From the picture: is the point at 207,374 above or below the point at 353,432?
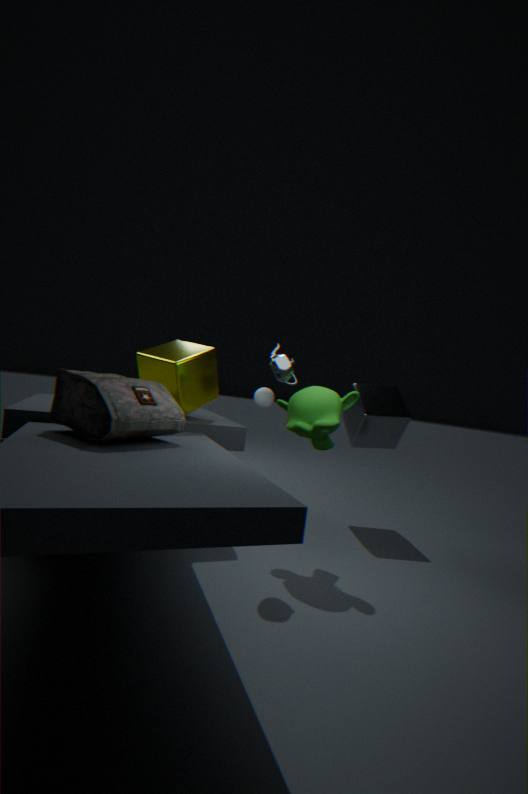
above
